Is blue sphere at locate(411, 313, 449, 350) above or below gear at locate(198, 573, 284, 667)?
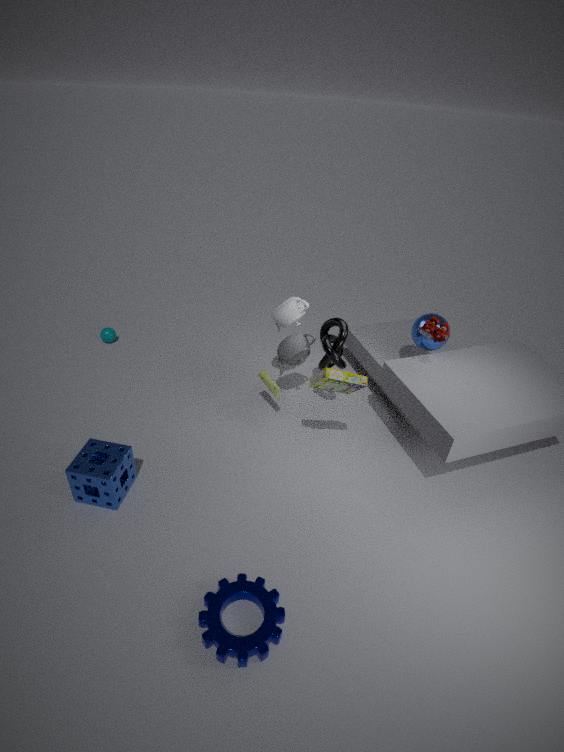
above
